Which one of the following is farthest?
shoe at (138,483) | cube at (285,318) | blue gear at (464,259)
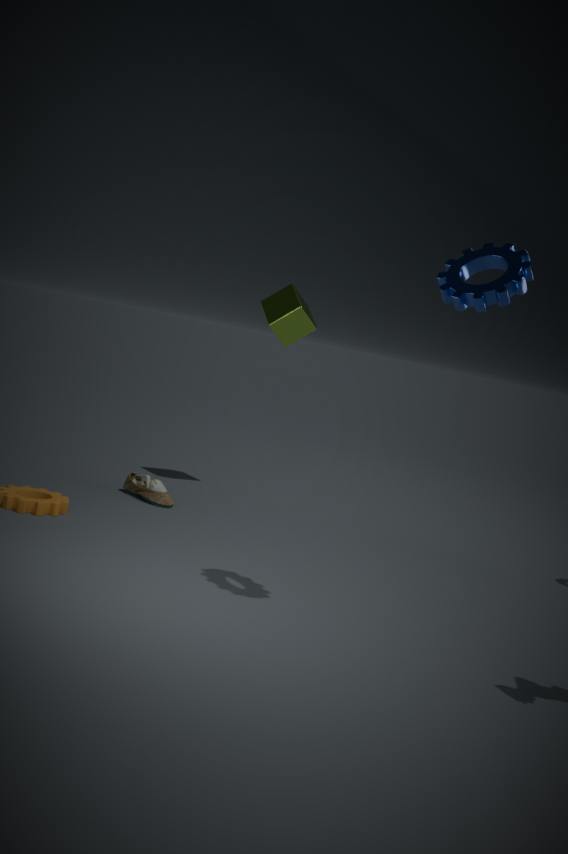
cube at (285,318)
